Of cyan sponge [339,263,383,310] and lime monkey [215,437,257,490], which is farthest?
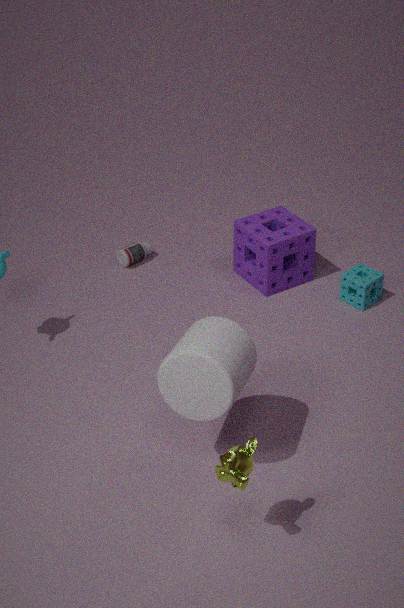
cyan sponge [339,263,383,310]
